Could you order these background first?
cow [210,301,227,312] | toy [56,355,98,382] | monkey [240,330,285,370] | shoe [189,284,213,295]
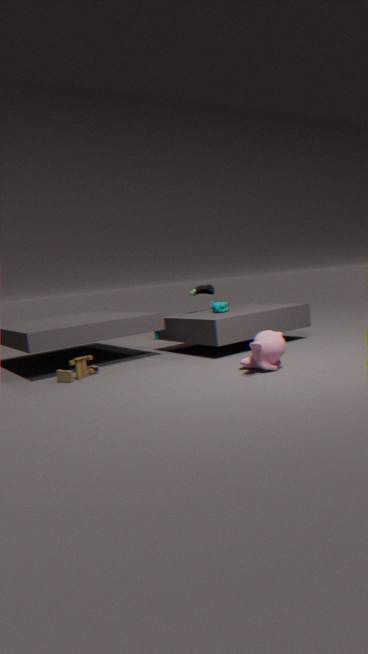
shoe [189,284,213,295] → cow [210,301,227,312] → toy [56,355,98,382] → monkey [240,330,285,370]
